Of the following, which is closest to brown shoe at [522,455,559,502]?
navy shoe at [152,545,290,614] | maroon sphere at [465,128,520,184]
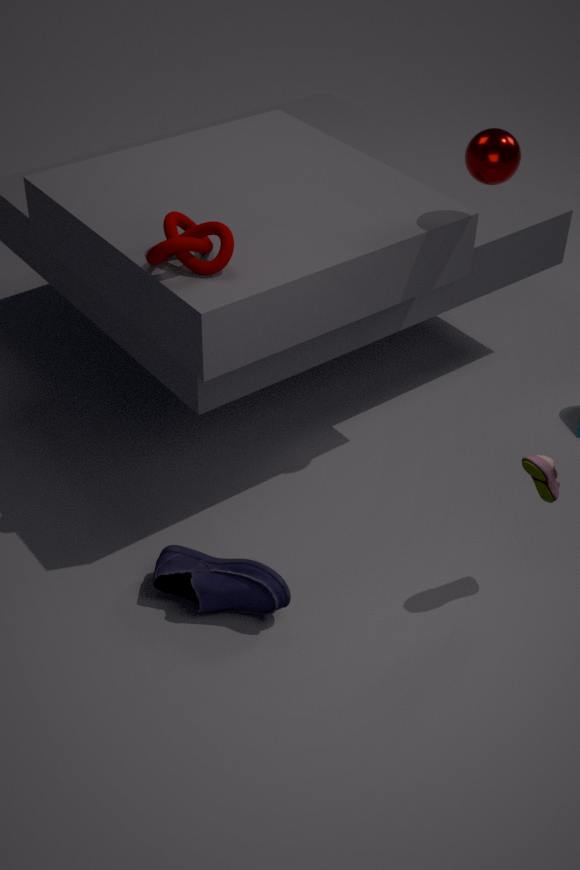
navy shoe at [152,545,290,614]
